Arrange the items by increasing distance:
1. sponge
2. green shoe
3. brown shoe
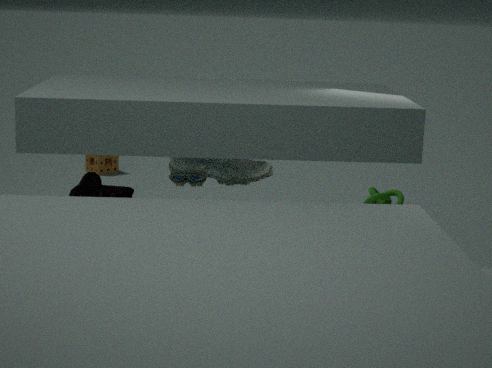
1. green shoe
2. brown shoe
3. sponge
